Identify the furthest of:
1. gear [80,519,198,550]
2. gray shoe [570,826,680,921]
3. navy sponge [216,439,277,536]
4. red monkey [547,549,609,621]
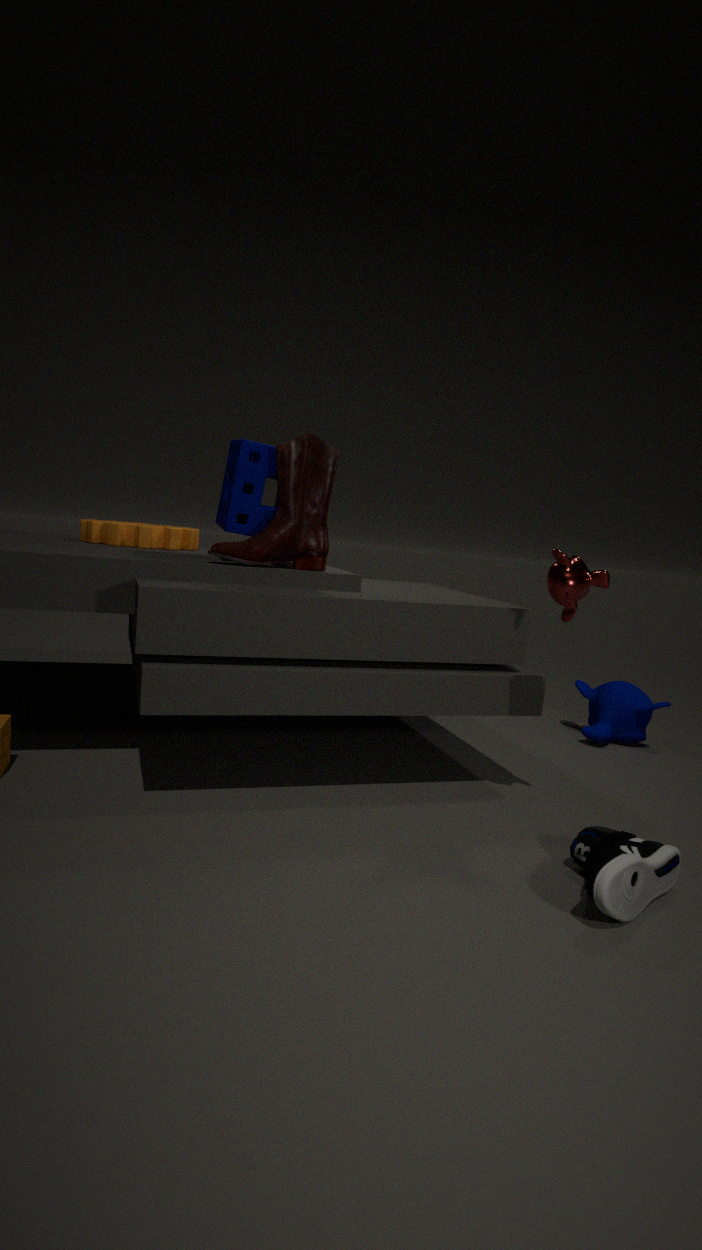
gear [80,519,198,550]
